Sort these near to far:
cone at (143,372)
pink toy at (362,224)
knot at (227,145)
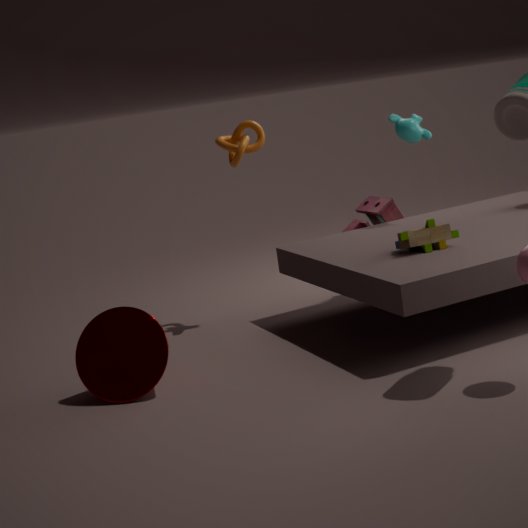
cone at (143,372) < knot at (227,145) < pink toy at (362,224)
